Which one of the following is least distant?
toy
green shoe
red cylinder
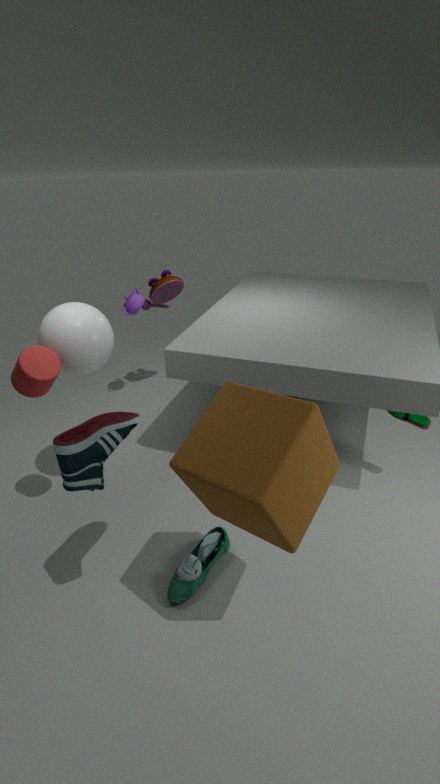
red cylinder
